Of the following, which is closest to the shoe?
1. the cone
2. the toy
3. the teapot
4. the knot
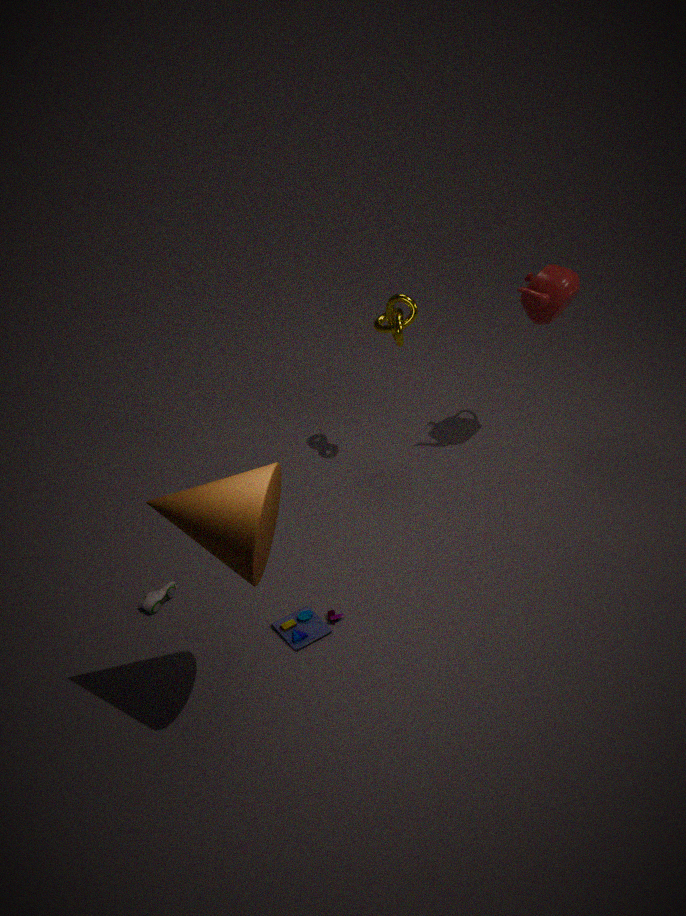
the toy
